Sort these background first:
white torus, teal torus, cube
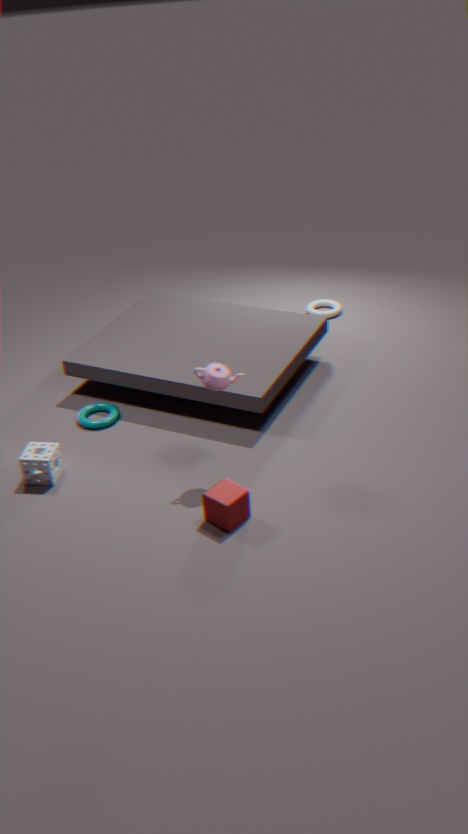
white torus → teal torus → cube
